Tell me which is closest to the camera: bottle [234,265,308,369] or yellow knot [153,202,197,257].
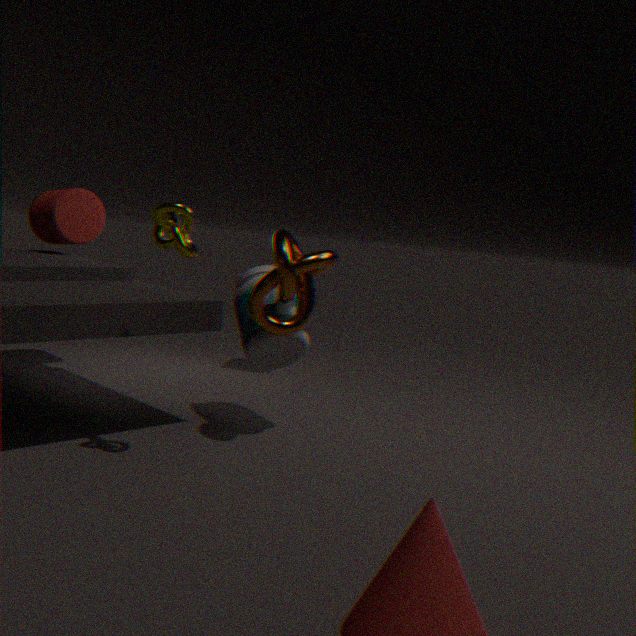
yellow knot [153,202,197,257]
